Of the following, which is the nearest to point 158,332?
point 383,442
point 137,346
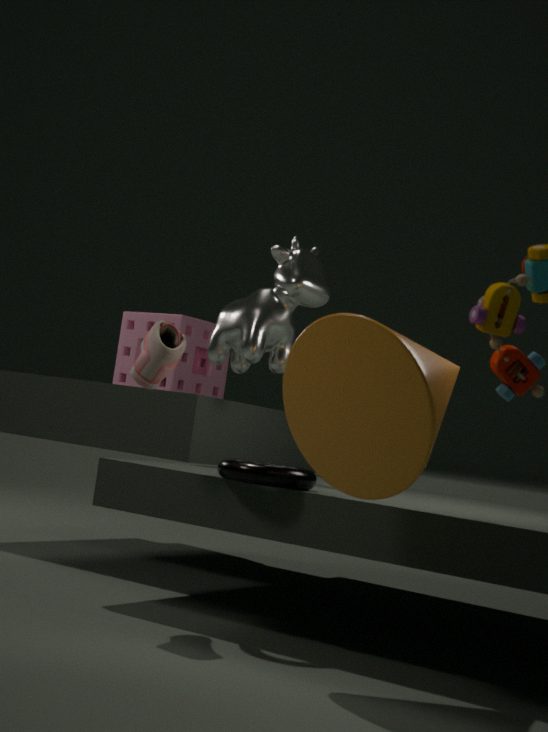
point 383,442
